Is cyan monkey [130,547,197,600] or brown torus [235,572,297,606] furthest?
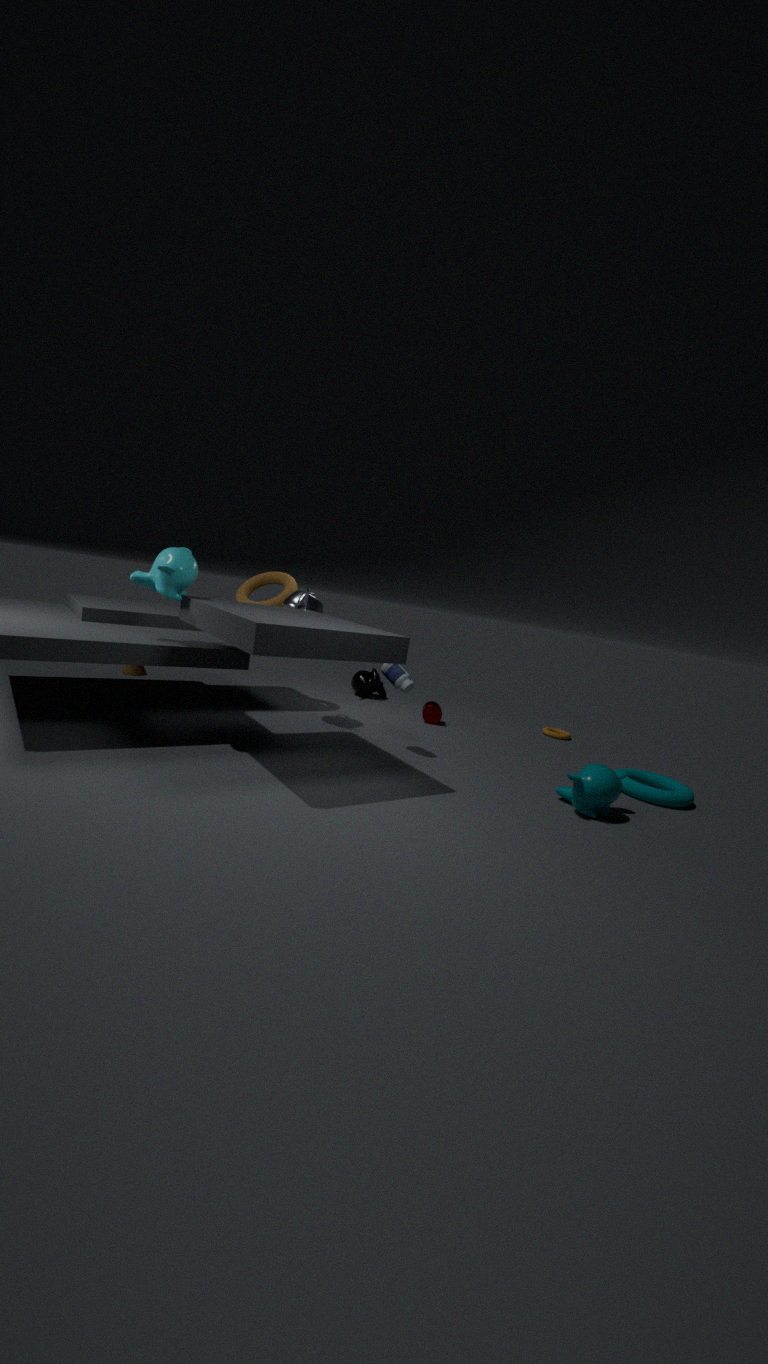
brown torus [235,572,297,606]
